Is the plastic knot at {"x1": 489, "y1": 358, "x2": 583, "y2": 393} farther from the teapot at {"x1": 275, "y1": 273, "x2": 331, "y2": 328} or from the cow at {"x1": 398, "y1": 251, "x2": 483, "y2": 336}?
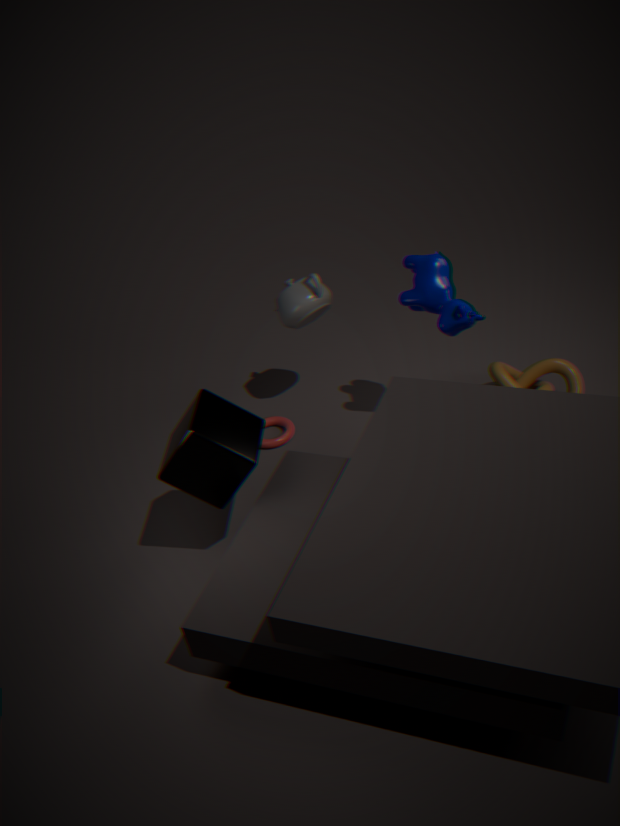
the teapot at {"x1": 275, "y1": 273, "x2": 331, "y2": 328}
